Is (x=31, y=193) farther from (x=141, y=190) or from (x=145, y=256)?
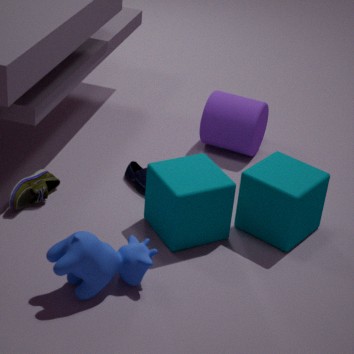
(x=145, y=256)
